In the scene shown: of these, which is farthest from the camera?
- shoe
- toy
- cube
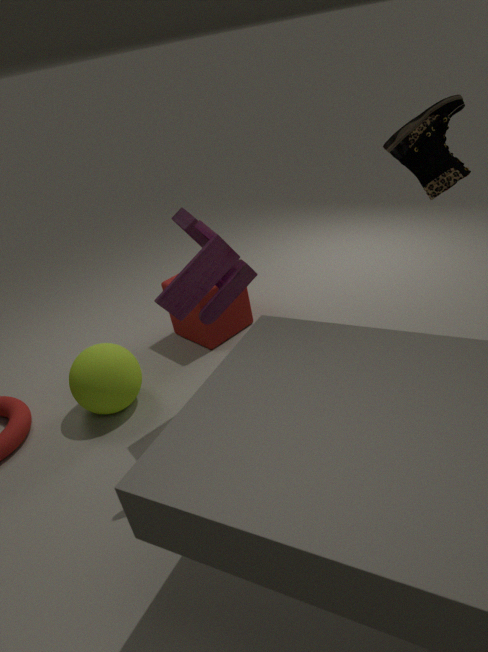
cube
